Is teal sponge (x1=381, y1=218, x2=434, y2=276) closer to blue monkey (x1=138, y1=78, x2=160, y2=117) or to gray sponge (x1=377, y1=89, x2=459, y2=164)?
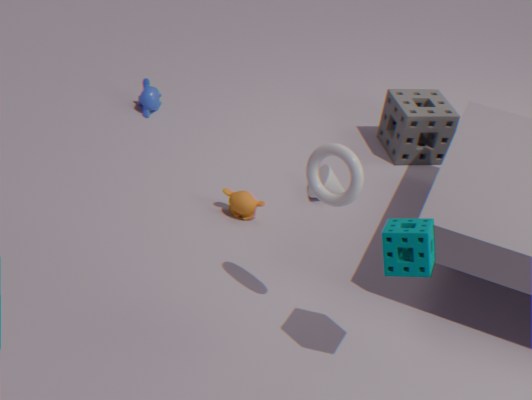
gray sponge (x1=377, y1=89, x2=459, y2=164)
